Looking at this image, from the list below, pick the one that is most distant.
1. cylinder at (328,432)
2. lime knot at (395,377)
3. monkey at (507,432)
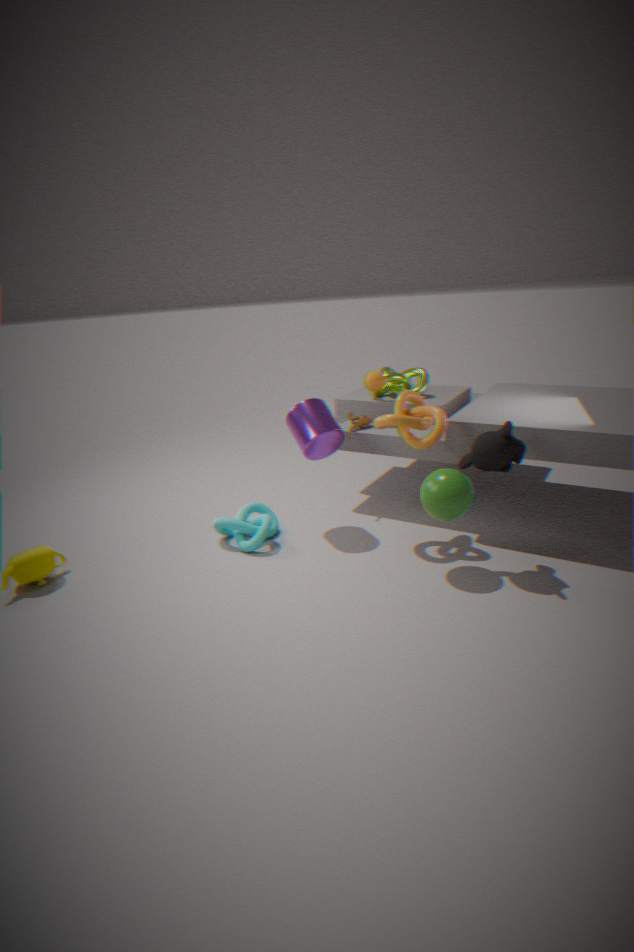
lime knot at (395,377)
